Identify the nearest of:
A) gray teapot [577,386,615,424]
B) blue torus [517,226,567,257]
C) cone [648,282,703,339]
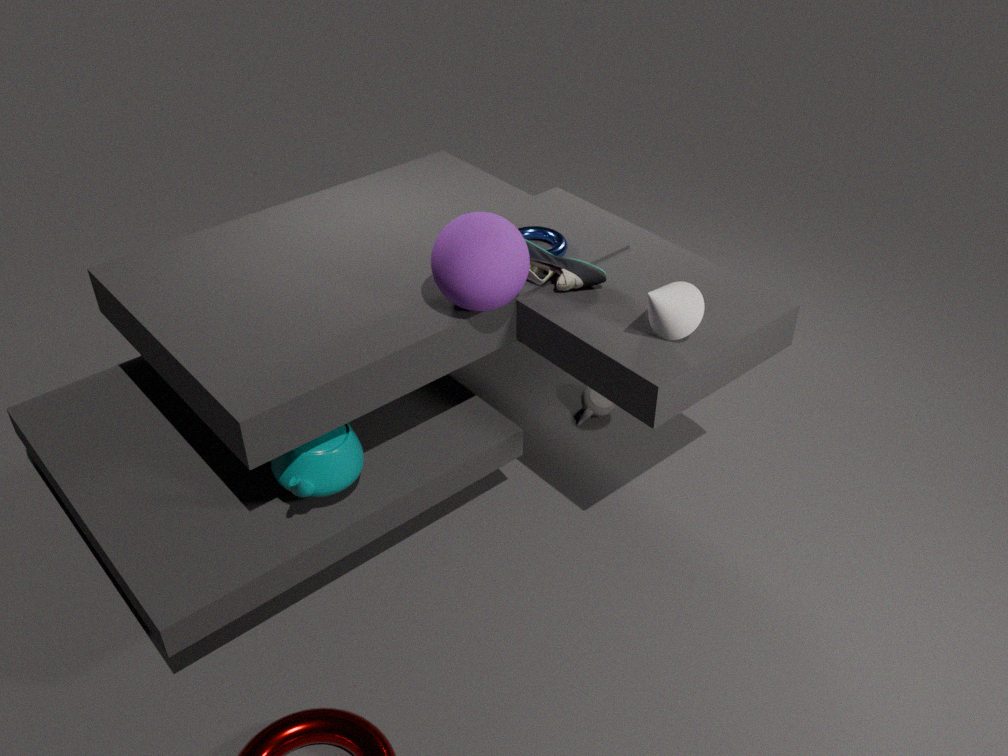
cone [648,282,703,339]
